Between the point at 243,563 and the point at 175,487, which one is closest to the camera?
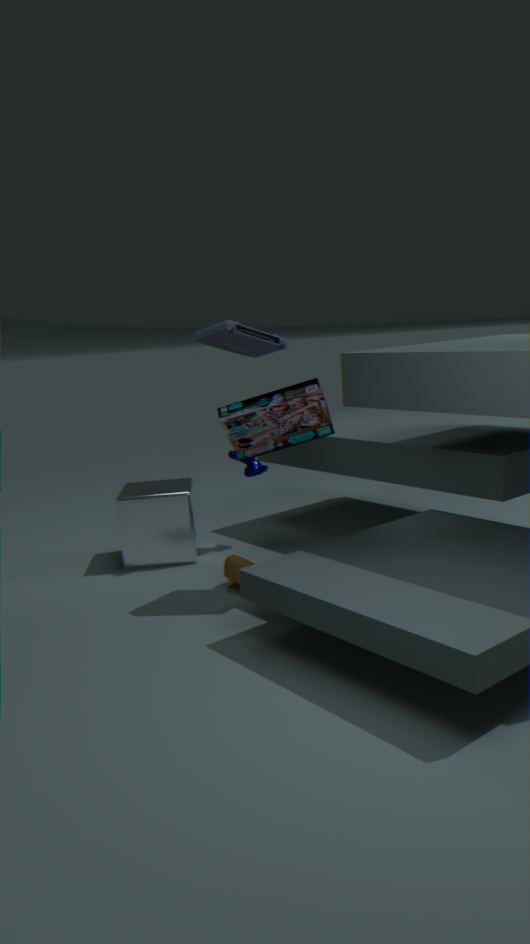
the point at 243,563
